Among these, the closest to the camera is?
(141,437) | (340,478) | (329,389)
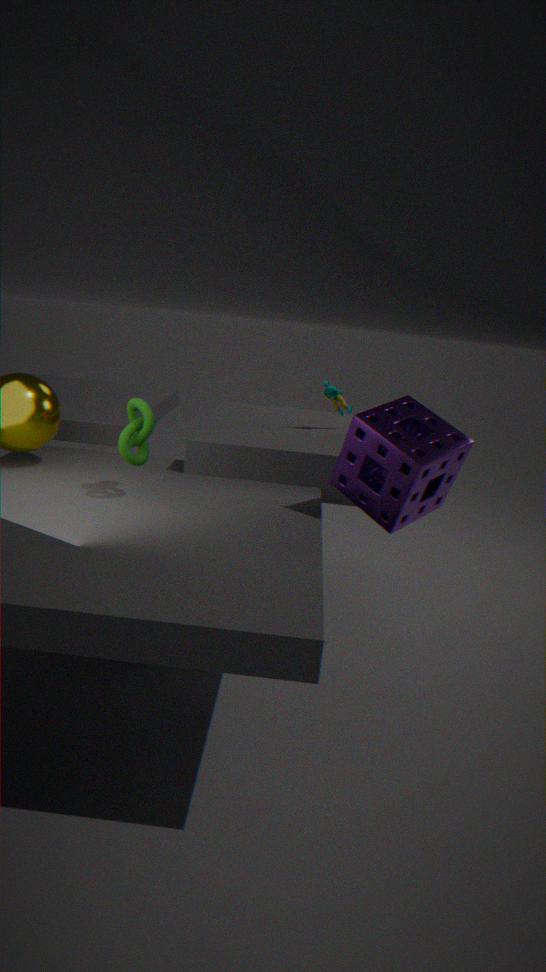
(141,437)
